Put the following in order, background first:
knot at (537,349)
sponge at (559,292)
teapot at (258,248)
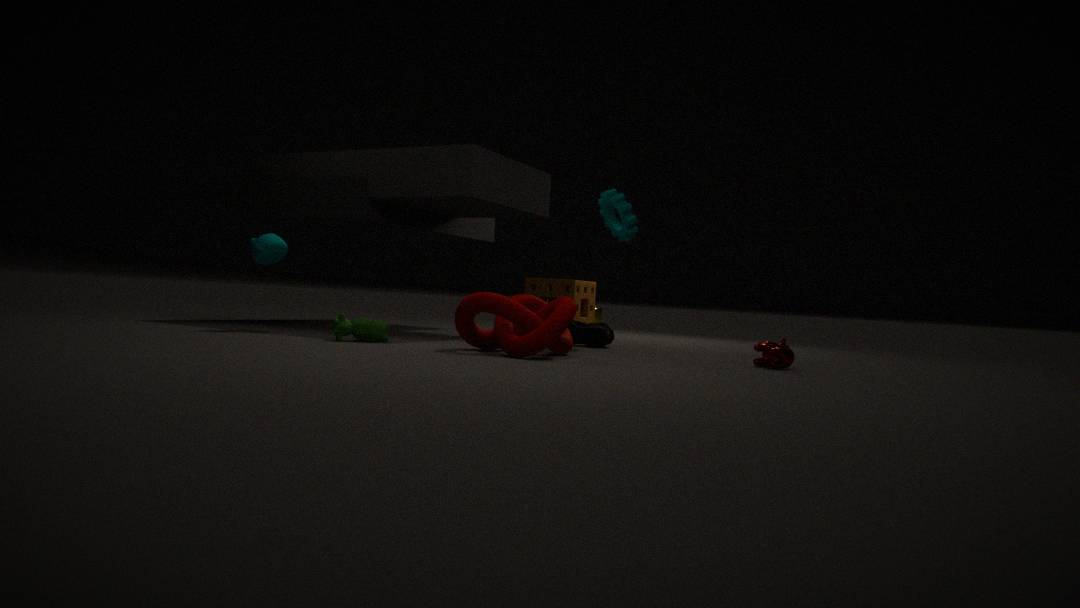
sponge at (559,292) < teapot at (258,248) < knot at (537,349)
